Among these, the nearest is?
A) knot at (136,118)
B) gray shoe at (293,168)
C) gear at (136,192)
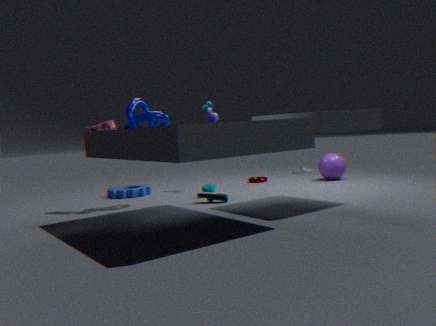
knot at (136,118)
